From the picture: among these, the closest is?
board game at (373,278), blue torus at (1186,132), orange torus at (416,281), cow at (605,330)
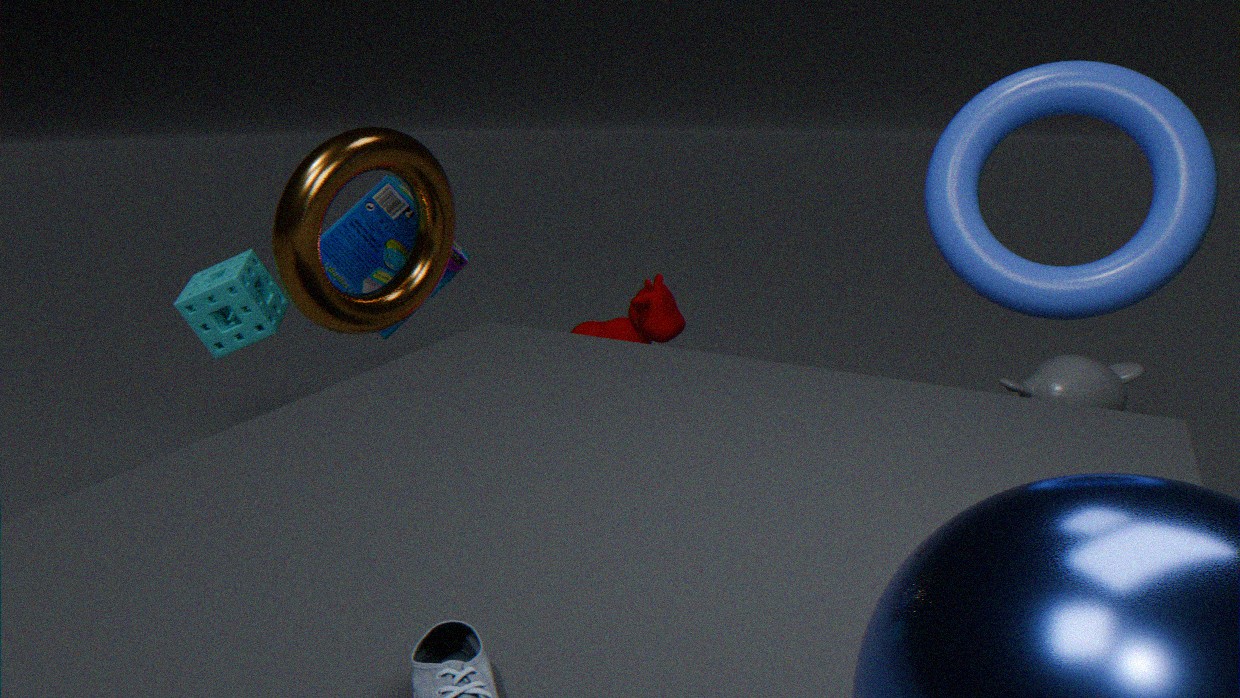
blue torus at (1186,132)
